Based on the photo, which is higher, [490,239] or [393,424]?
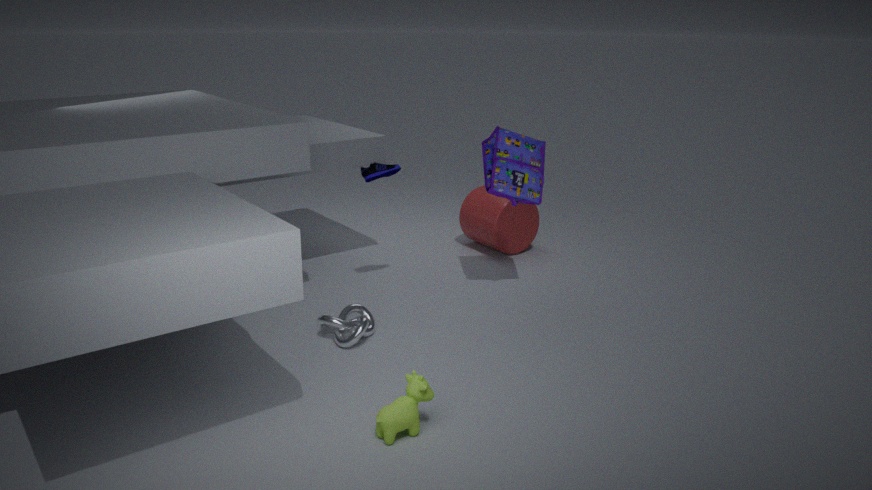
[490,239]
